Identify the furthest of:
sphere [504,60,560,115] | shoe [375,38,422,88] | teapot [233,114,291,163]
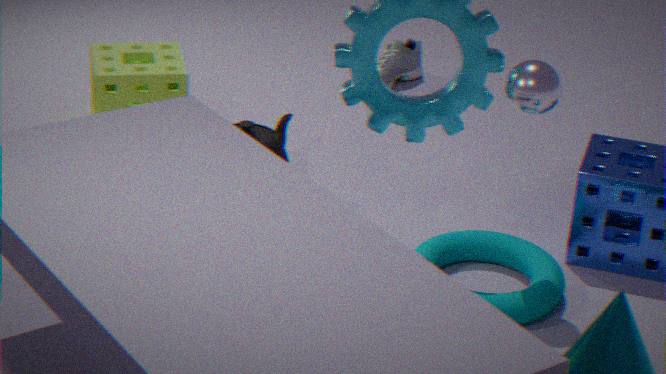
shoe [375,38,422,88]
